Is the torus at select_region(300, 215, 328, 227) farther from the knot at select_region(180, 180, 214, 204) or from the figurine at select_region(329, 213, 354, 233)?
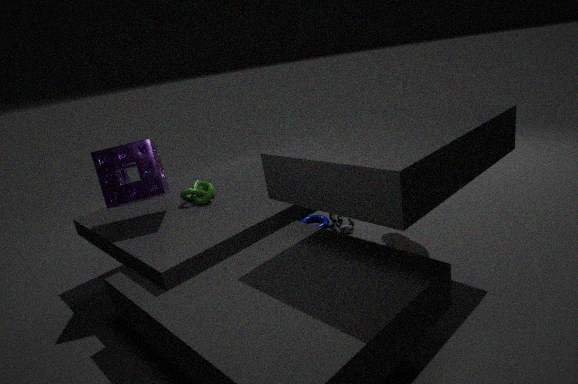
the knot at select_region(180, 180, 214, 204)
